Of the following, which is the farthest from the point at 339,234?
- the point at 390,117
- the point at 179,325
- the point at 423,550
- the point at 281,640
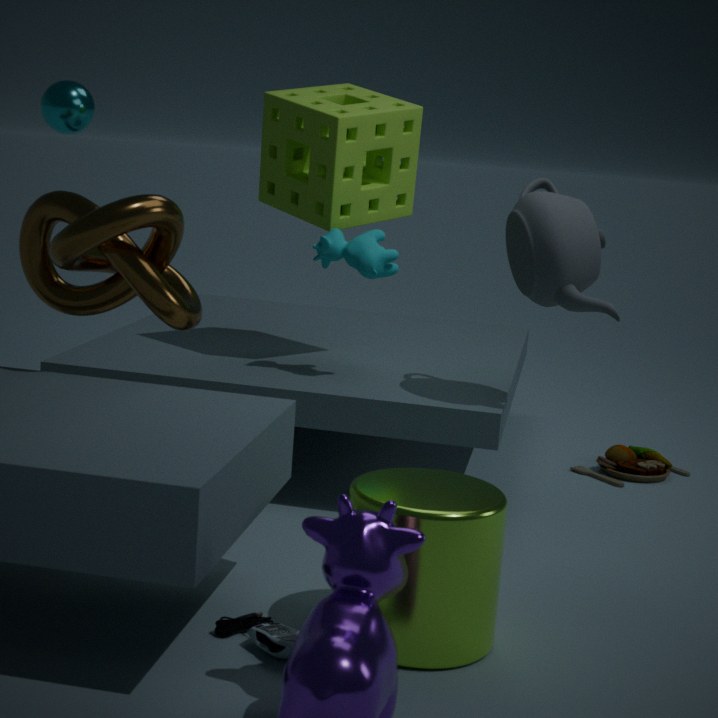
the point at 281,640
